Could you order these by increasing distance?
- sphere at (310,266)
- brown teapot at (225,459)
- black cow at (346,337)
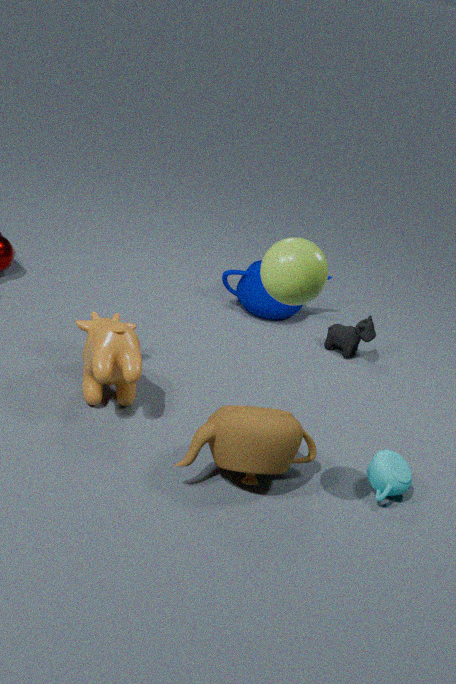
sphere at (310,266)
brown teapot at (225,459)
black cow at (346,337)
